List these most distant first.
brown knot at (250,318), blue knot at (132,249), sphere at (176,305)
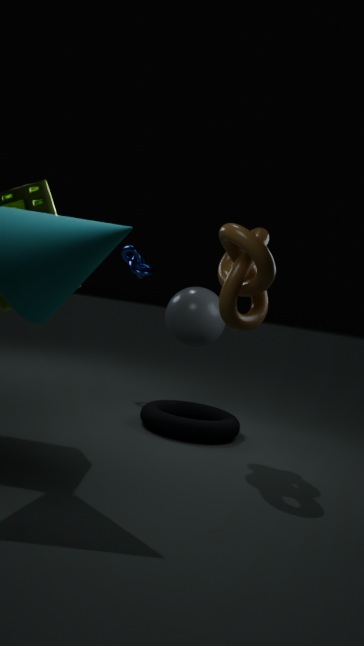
blue knot at (132,249) → sphere at (176,305) → brown knot at (250,318)
